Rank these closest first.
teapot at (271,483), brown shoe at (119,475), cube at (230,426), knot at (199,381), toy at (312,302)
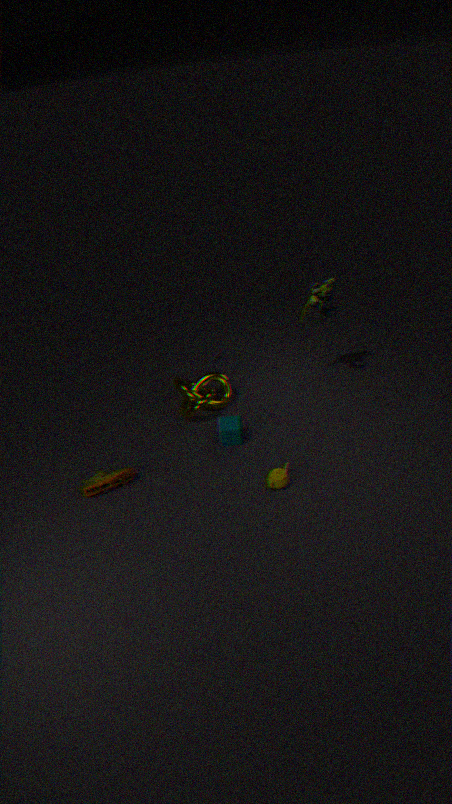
teapot at (271,483) → brown shoe at (119,475) → cube at (230,426) → toy at (312,302) → knot at (199,381)
